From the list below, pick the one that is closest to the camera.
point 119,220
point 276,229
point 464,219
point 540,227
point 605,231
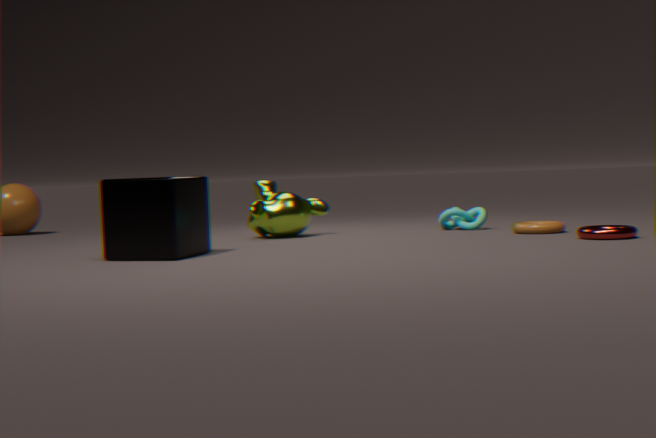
point 119,220
